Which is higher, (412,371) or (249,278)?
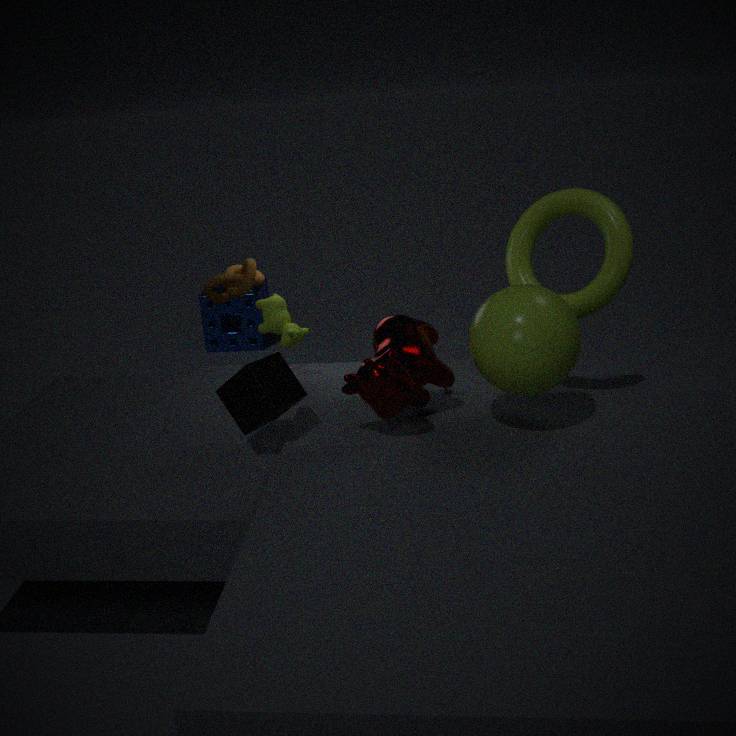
(249,278)
